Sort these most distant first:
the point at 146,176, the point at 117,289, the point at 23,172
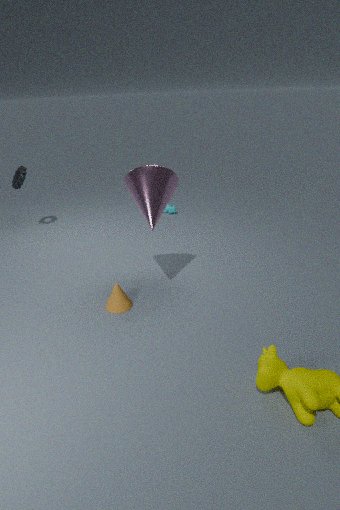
the point at 23,172
the point at 117,289
the point at 146,176
